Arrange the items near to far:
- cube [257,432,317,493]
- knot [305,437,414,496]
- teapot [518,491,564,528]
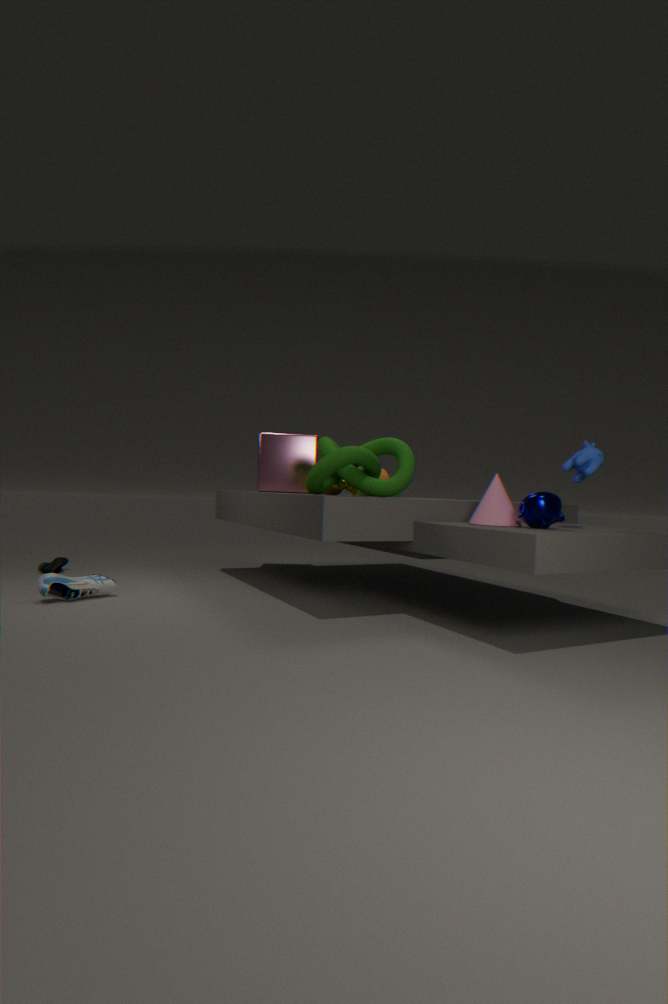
teapot [518,491,564,528], knot [305,437,414,496], cube [257,432,317,493]
